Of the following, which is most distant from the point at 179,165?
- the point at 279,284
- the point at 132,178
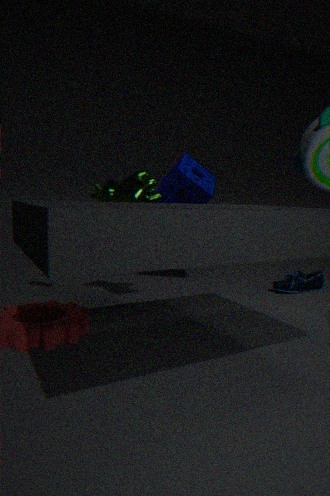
the point at 279,284
